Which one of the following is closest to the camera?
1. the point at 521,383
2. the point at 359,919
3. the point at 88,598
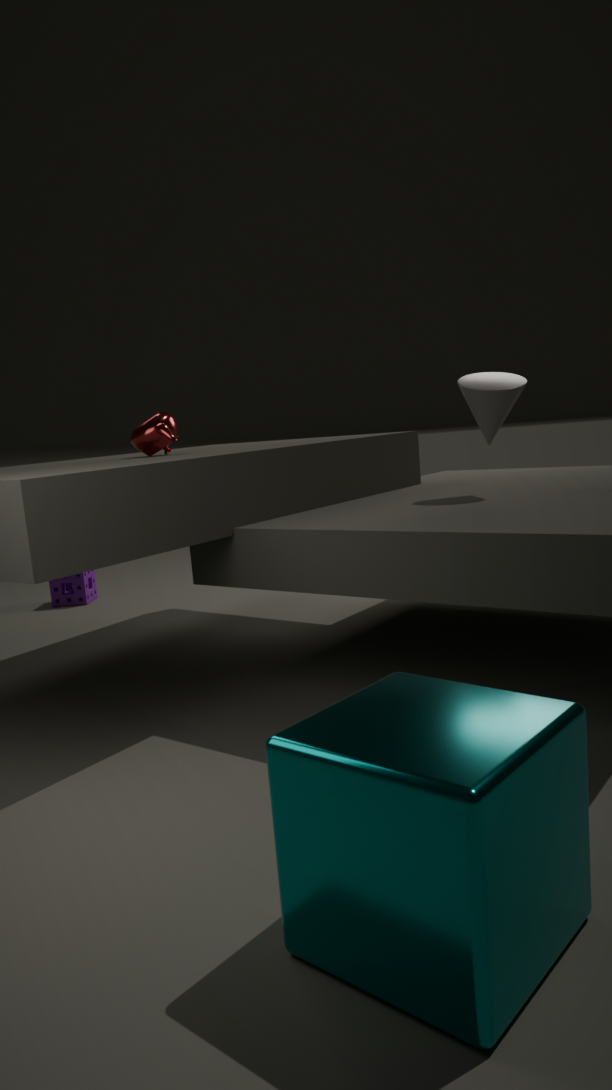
the point at 359,919
